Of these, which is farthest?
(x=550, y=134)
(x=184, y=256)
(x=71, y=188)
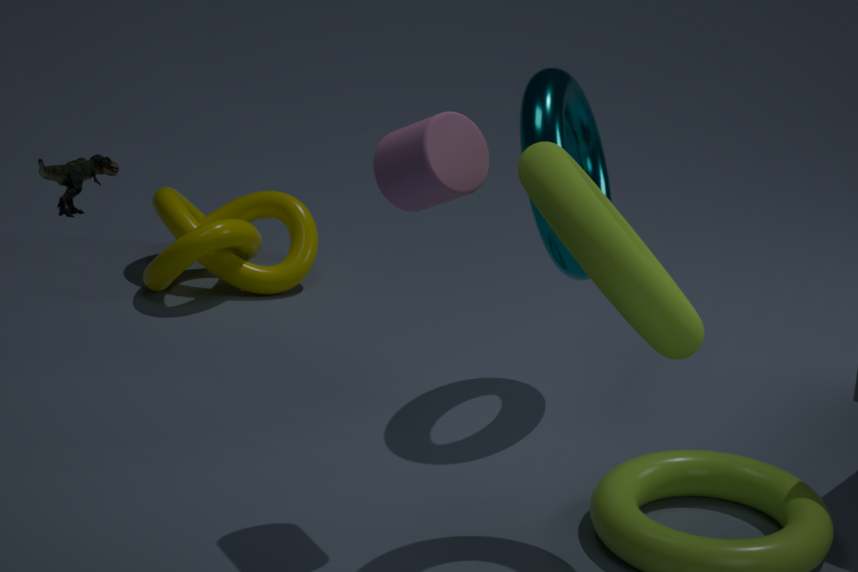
(x=184, y=256)
